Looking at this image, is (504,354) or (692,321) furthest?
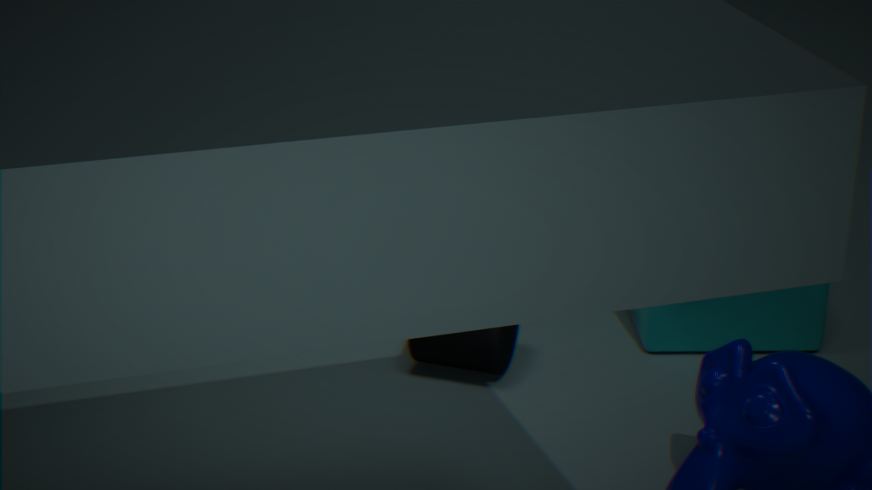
(692,321)
